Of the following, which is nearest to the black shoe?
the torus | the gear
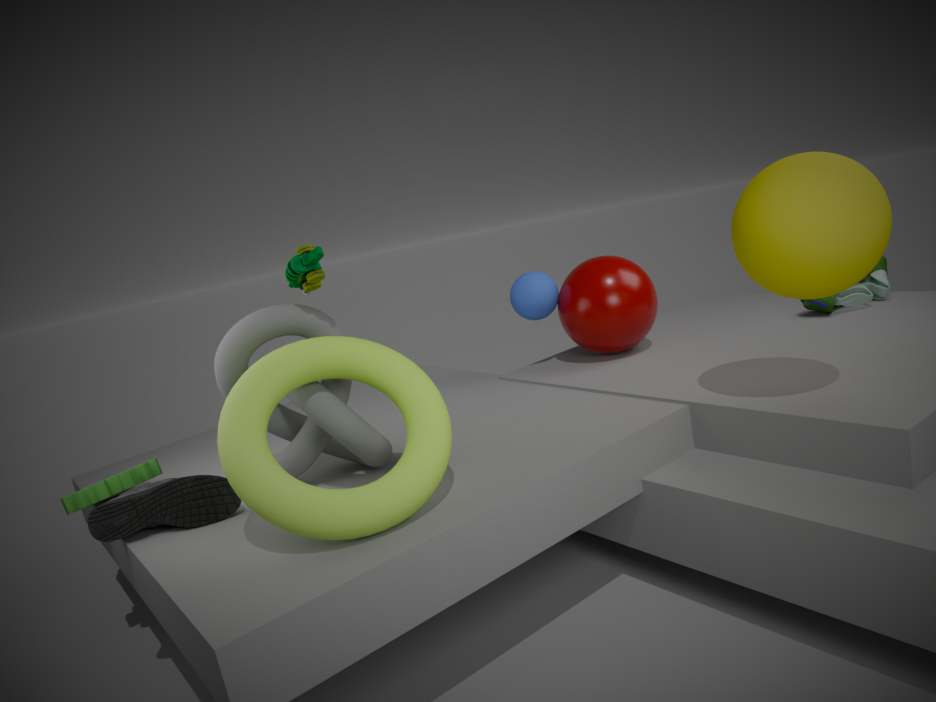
the gear
